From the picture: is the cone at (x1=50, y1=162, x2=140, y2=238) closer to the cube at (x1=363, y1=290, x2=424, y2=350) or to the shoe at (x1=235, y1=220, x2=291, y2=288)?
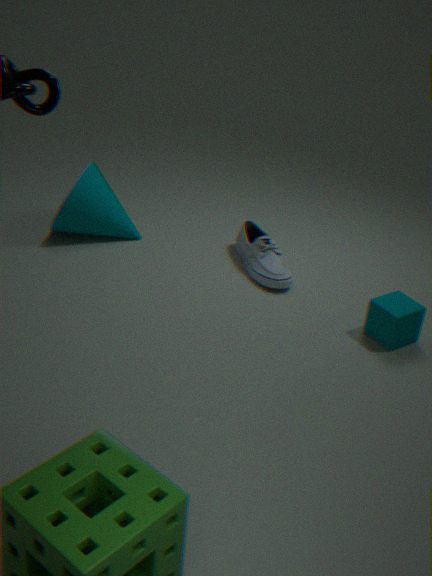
the shoe at (x1=235, y1=220, x2=291, y2=288)
